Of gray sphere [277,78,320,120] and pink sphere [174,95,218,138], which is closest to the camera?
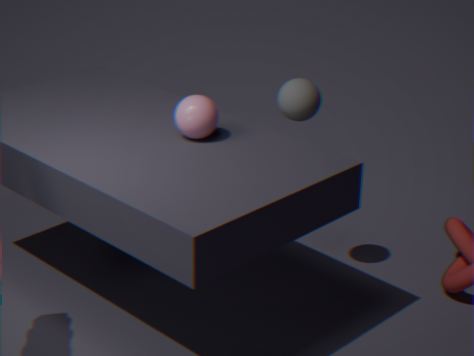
pink sphere [174,95,218,138]
